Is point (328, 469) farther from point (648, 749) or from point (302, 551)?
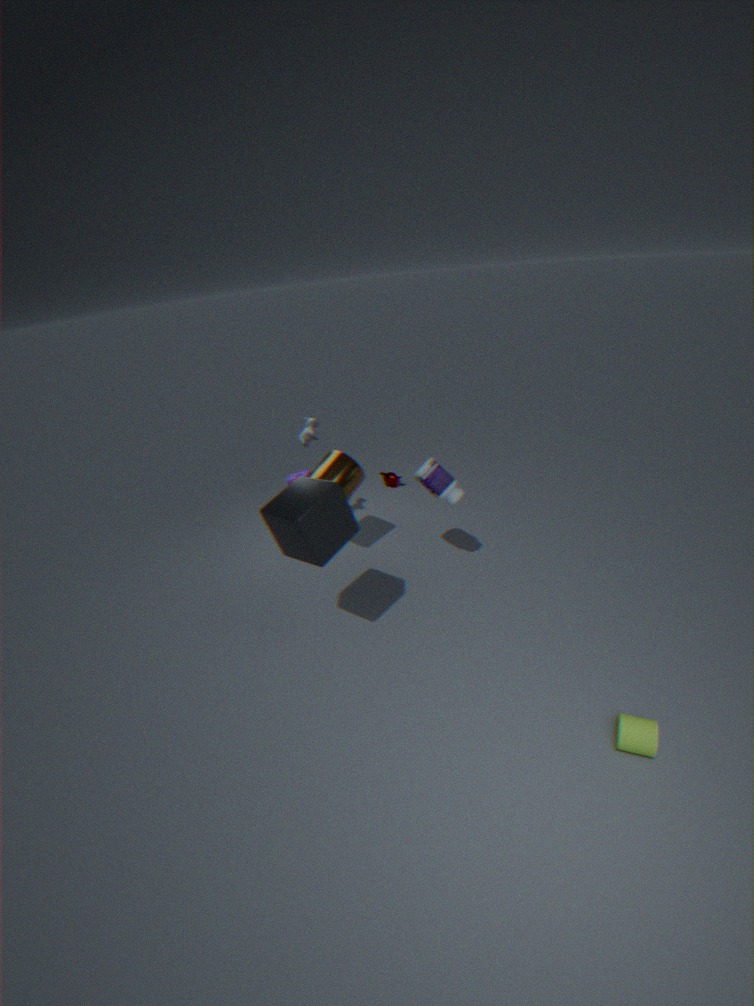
point (648, 749)
